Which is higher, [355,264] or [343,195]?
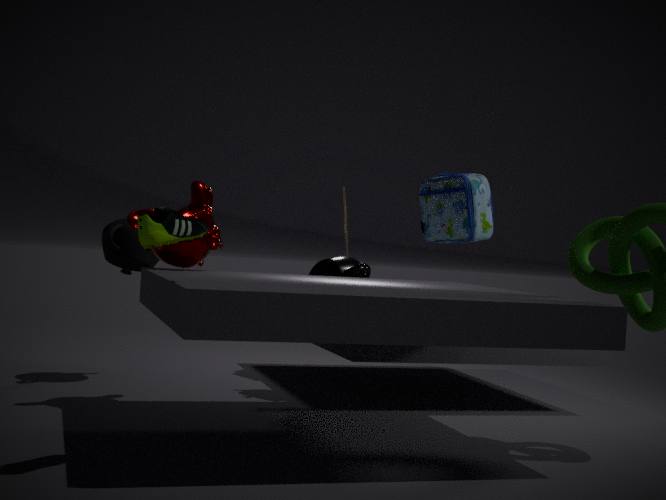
[343,195]
